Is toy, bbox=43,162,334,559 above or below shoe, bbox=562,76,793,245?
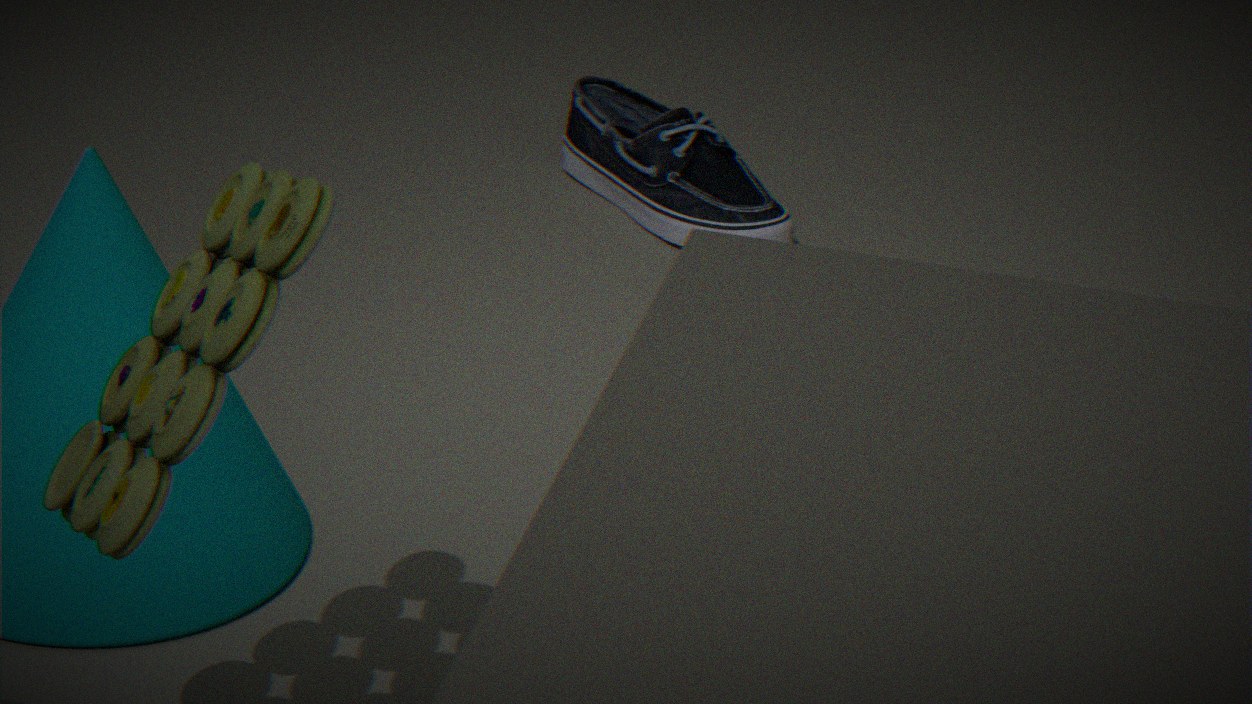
above
